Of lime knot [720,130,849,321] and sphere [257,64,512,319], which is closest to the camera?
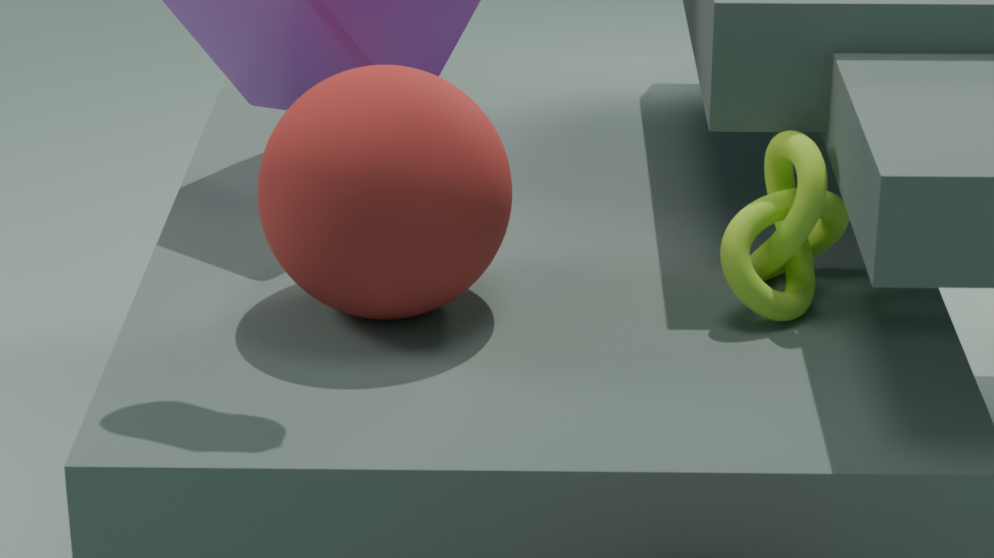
sphere [257,64,512,319]
